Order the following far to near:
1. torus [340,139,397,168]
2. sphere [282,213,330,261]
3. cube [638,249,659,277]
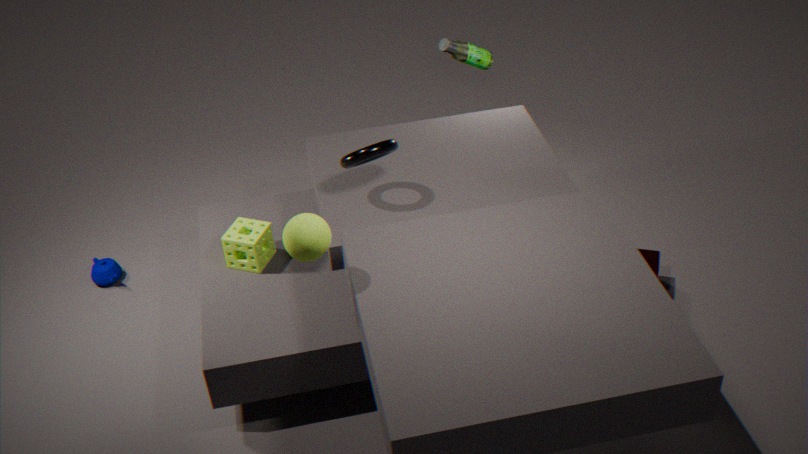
1. cube [638,249,659,277]
2. torus [340,139,397,168]
3. sphere [282,213,330,261]
